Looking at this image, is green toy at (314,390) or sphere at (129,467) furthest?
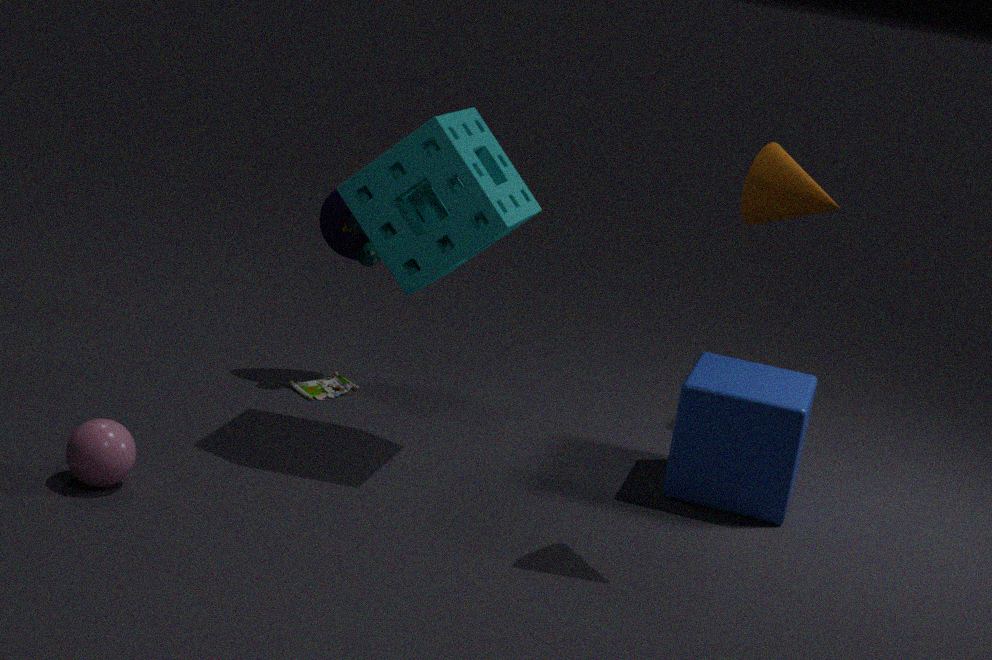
green toy at (314,390)
